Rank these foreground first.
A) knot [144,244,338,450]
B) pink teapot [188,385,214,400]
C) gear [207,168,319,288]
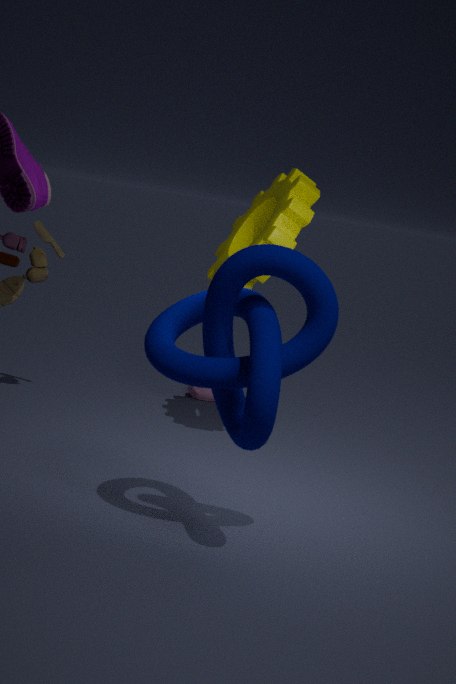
1. knot [144,244,338,450]
2. gear [207,168,319,288]
3. pink teapot [188,385,214,400]
